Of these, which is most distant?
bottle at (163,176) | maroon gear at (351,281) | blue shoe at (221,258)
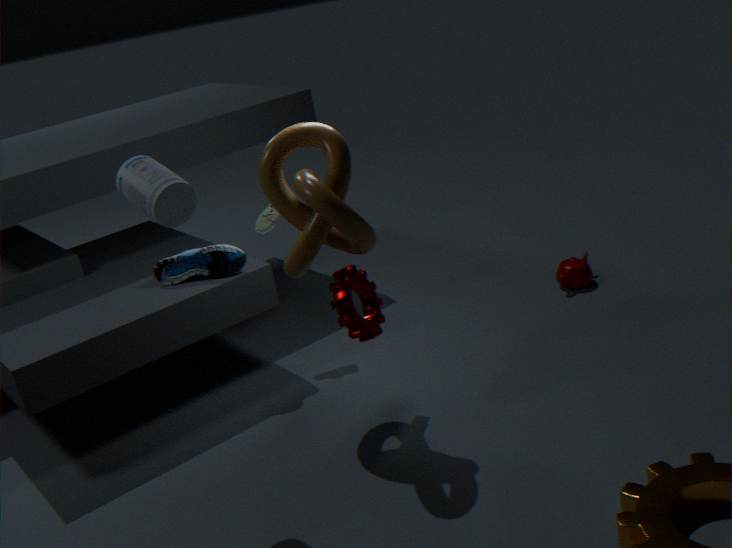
blue shoe at (221,258)
